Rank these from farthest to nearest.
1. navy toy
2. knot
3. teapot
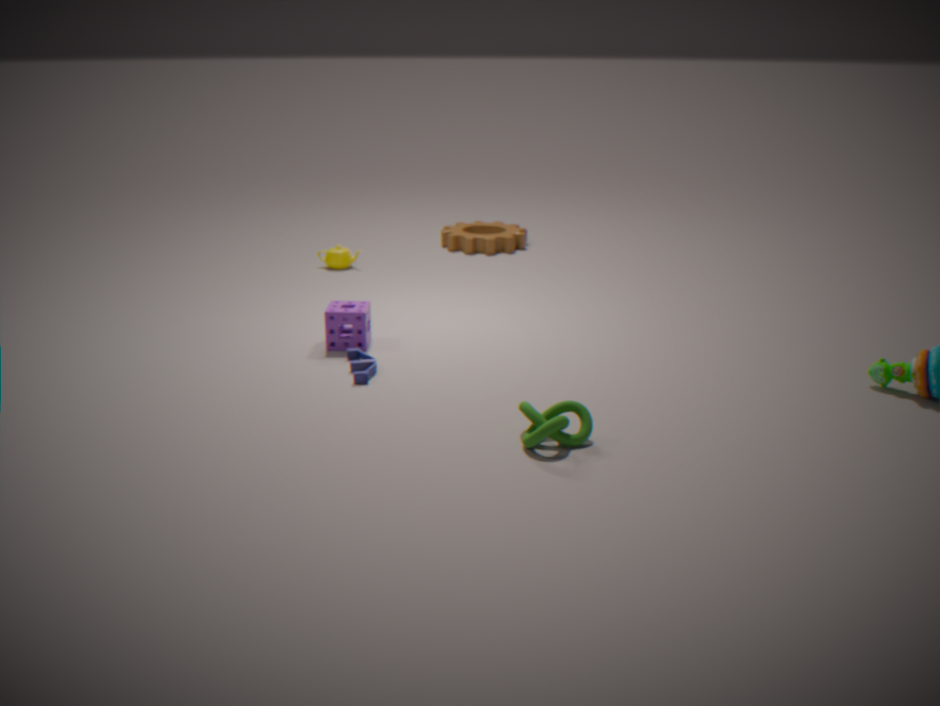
teapot → navy toy → knot
